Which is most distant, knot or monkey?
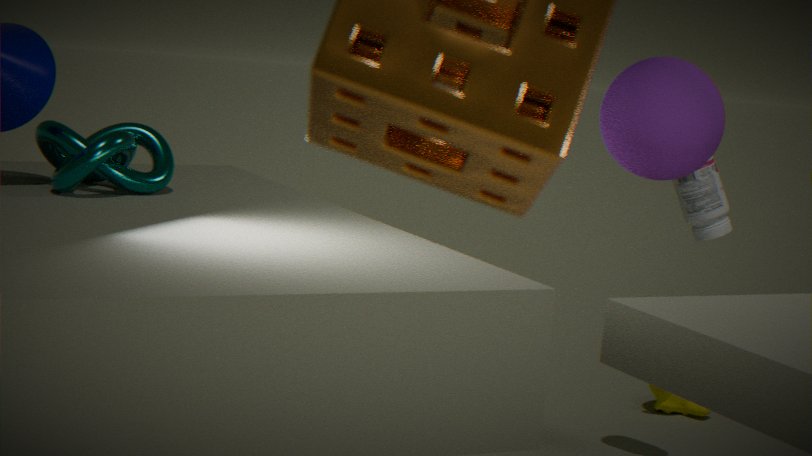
monkey
